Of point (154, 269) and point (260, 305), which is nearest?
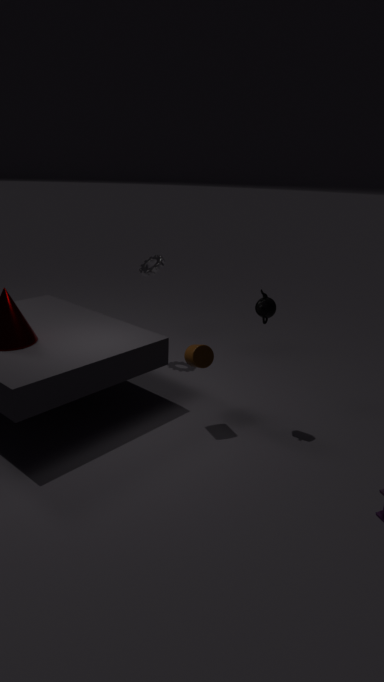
point (260, 305)
